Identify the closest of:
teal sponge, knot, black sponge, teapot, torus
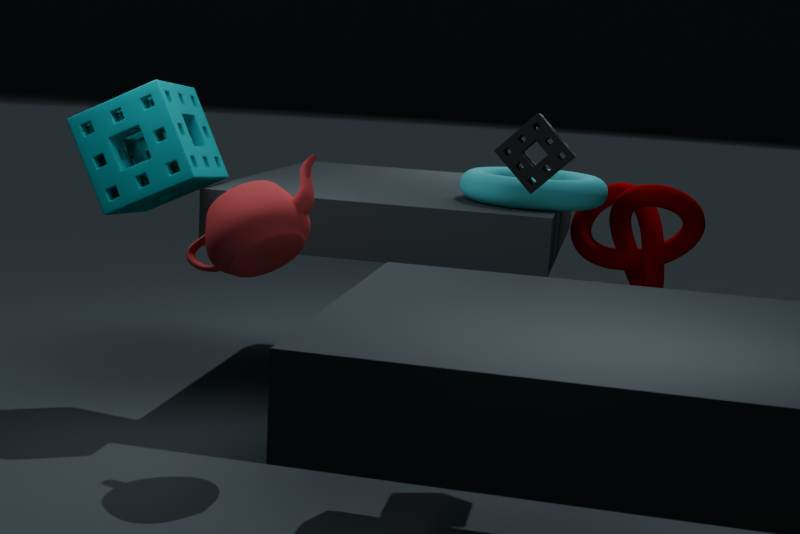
teapot
